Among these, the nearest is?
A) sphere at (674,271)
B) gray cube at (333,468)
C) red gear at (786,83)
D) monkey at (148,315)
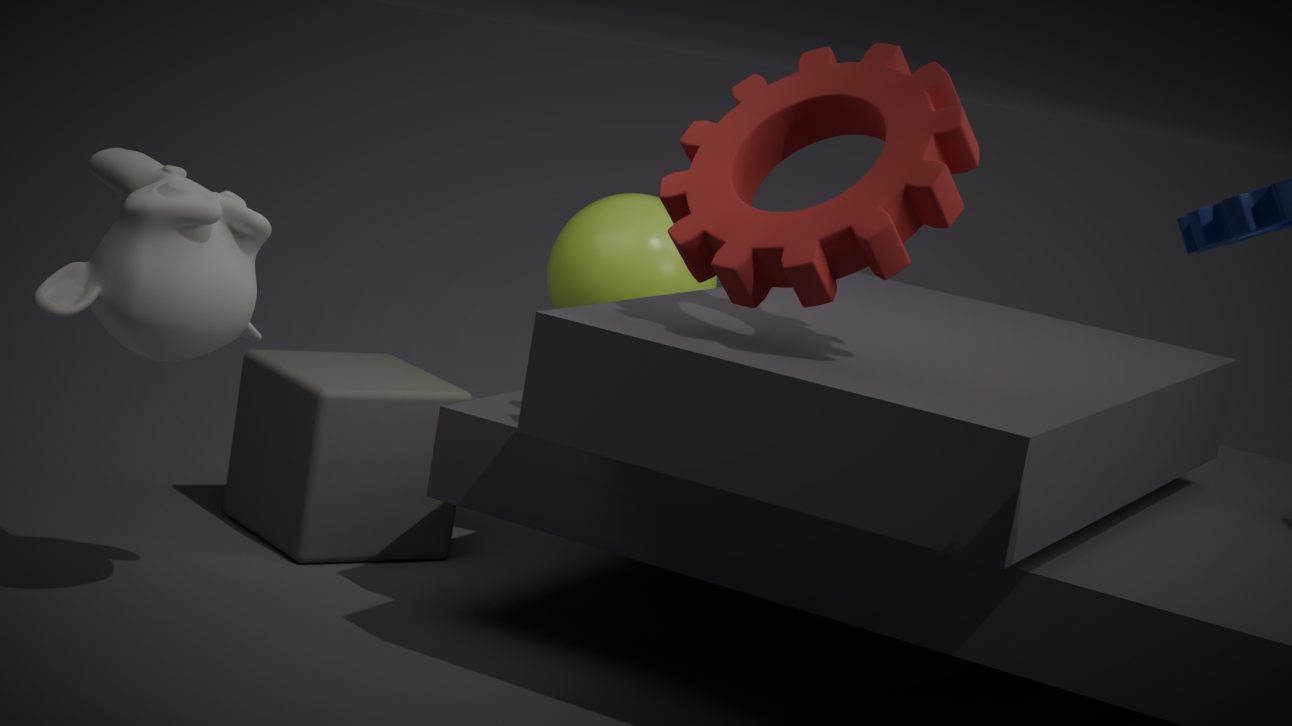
red gear at (786,83)
